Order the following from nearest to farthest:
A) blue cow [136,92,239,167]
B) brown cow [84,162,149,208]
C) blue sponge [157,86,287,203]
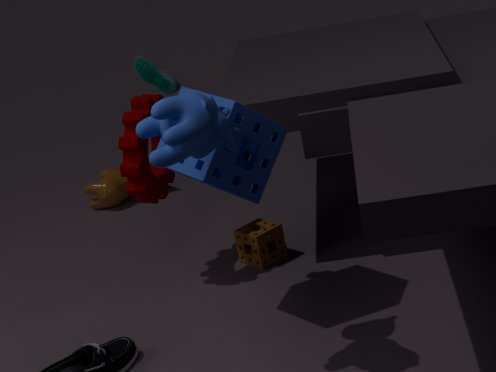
blue cow [136,92,239,167] < blue sponge [157,86,287,203] < brown cow [84,162,149,208]
